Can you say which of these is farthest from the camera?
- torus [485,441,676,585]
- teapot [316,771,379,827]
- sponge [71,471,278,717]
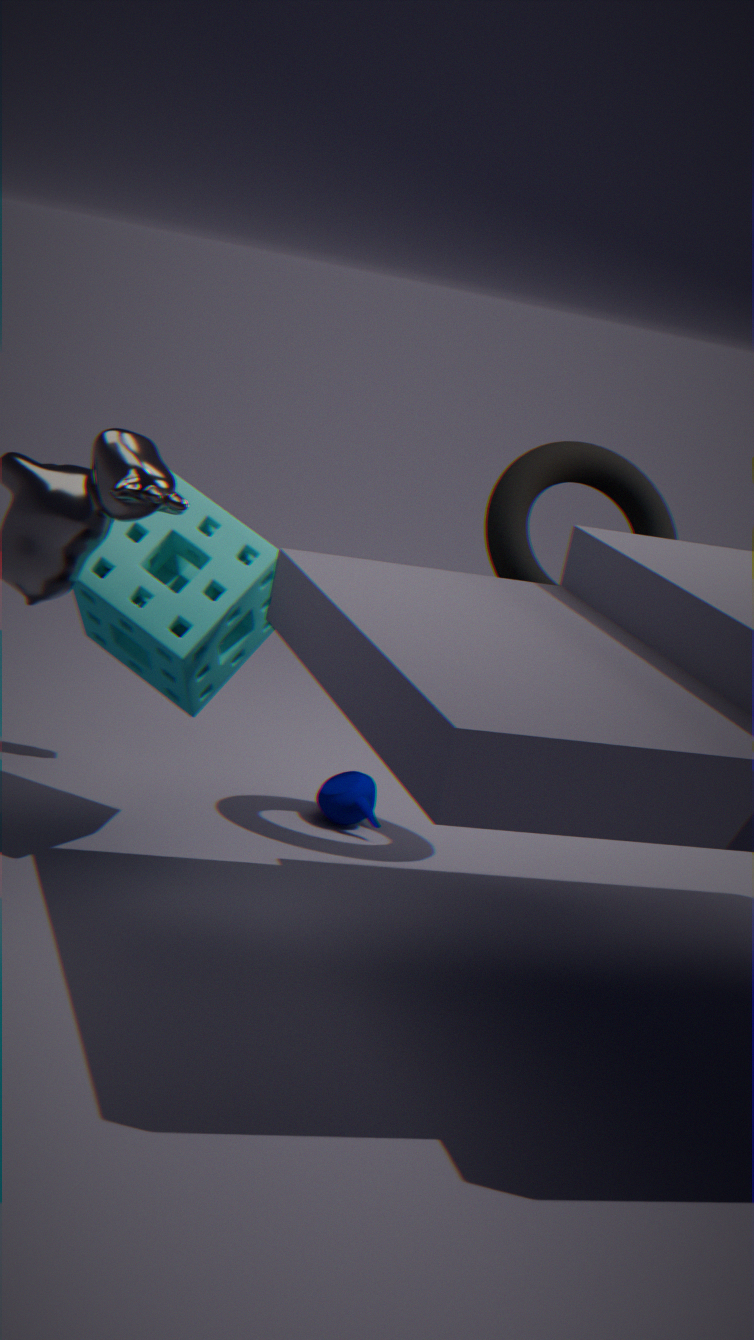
teapot [316,771,379,827]
